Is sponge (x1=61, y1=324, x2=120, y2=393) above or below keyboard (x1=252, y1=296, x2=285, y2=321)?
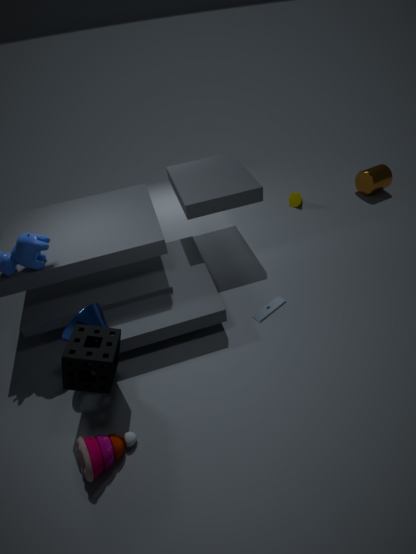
above
